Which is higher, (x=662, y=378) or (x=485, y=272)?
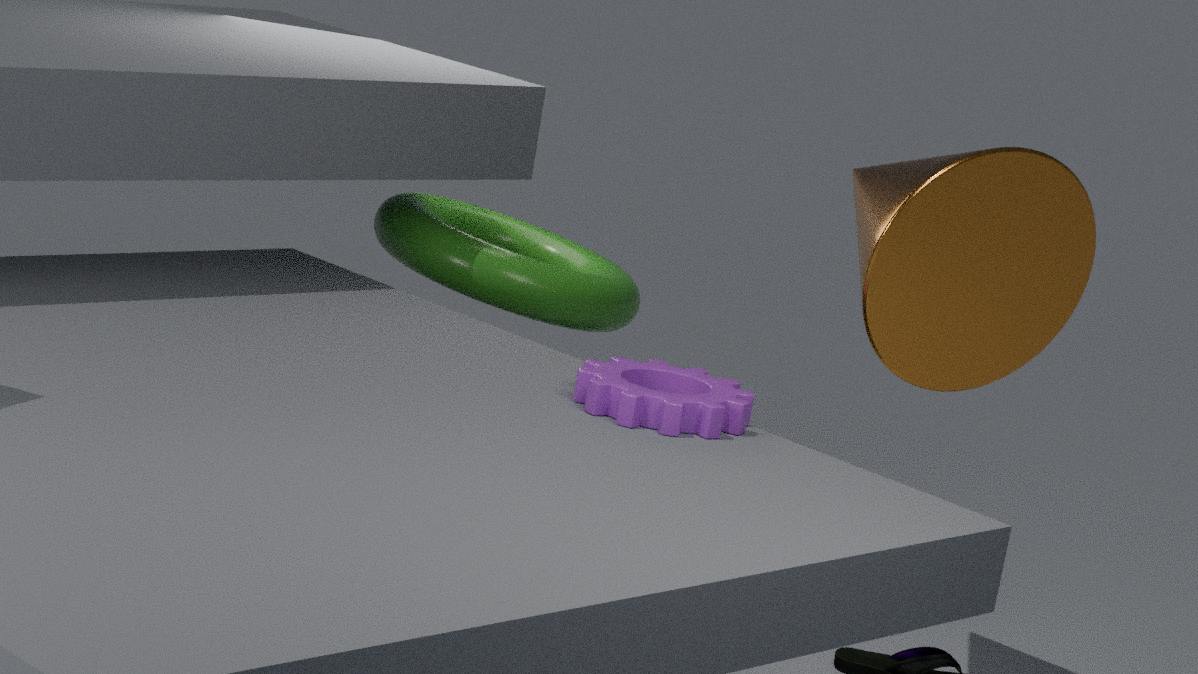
(x=662, y=378)
